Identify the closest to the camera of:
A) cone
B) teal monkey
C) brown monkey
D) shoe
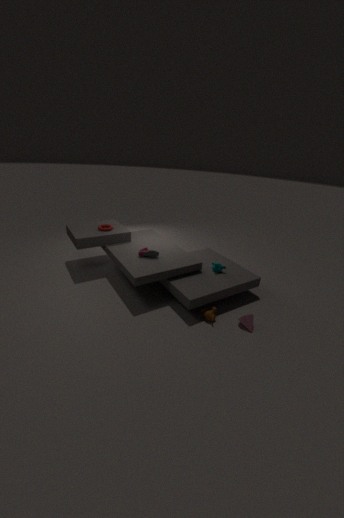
cone
